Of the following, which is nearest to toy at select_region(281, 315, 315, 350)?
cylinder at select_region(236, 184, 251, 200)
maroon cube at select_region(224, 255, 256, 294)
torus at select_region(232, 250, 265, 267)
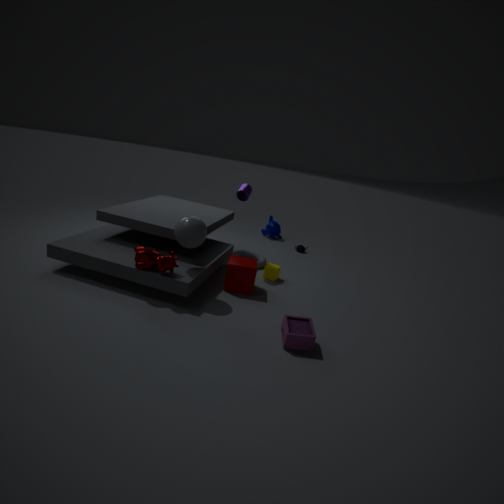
maroon cube at select_region(224, 255, 256, 294)
